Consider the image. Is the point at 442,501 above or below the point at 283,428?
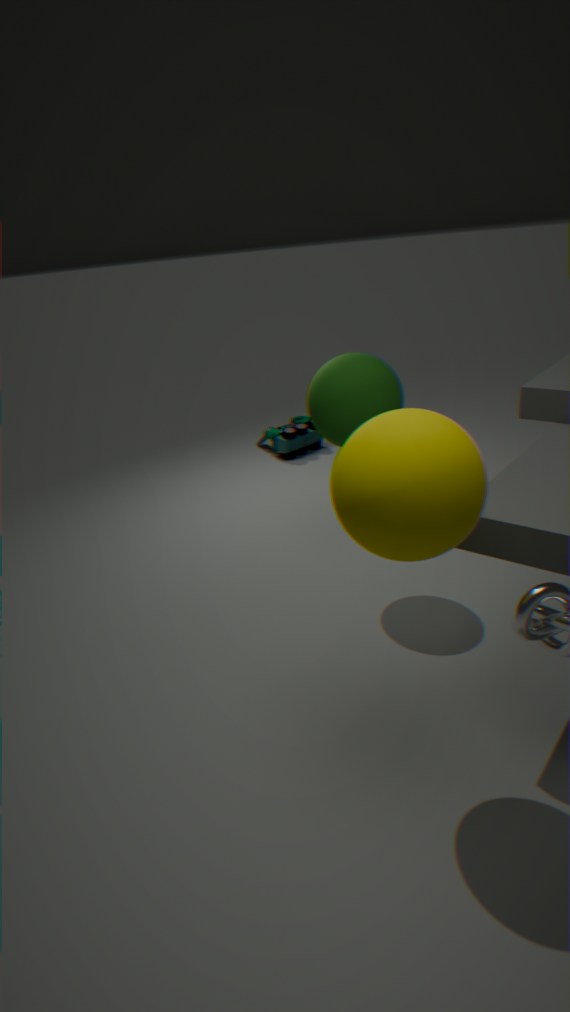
above
